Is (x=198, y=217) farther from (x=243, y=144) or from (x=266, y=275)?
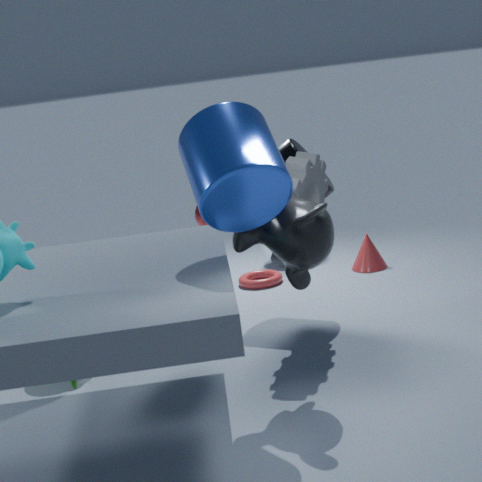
(x=243, y=144)
